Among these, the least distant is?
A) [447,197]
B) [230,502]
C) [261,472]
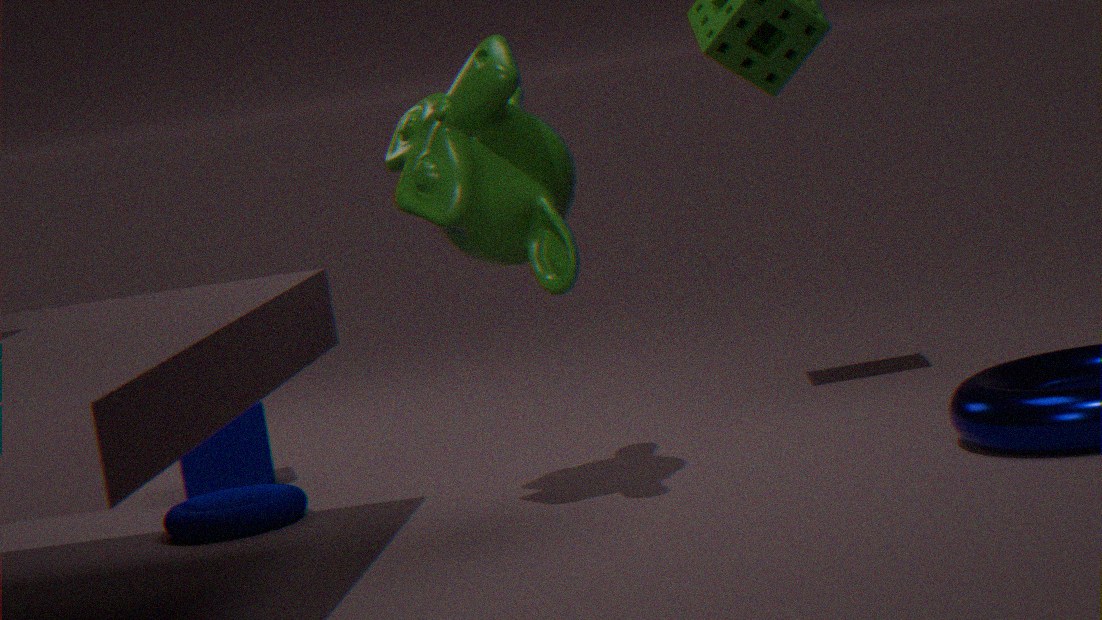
[447,197]
